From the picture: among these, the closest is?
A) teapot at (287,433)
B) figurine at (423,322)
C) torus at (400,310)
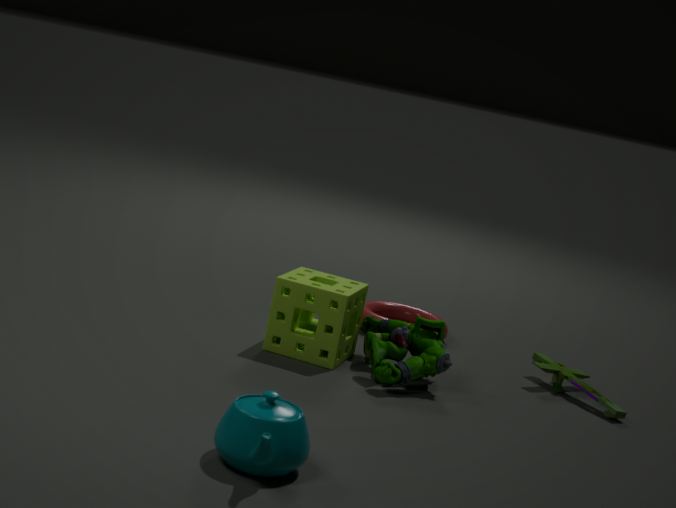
teapot at (287,433)
